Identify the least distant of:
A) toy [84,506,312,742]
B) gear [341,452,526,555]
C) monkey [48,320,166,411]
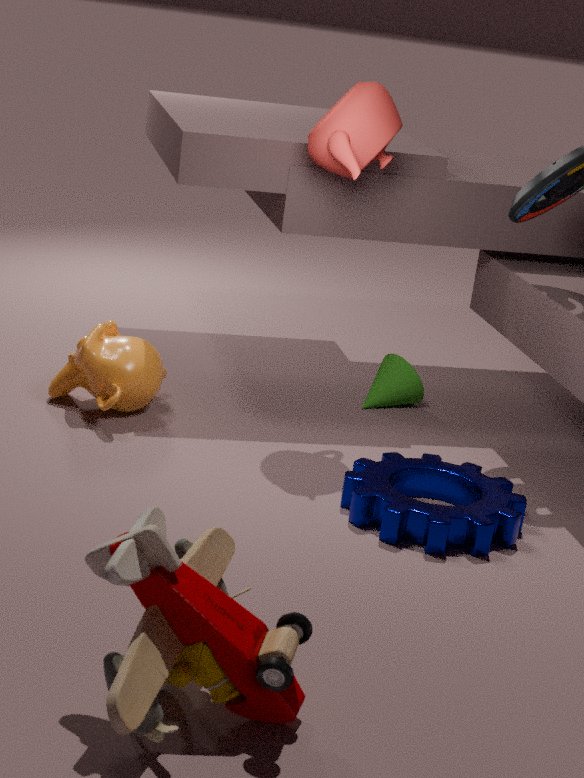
toy [84,506,312,742]
